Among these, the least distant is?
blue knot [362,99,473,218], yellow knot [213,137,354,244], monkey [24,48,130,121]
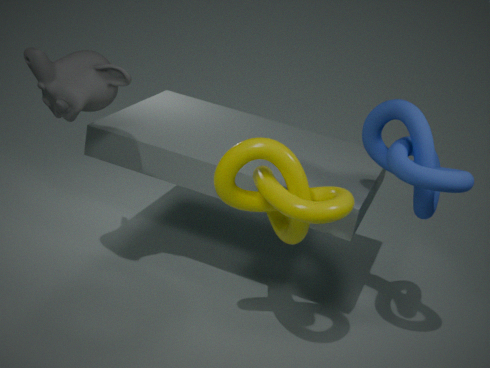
yellow knot [213,137,354,244]
